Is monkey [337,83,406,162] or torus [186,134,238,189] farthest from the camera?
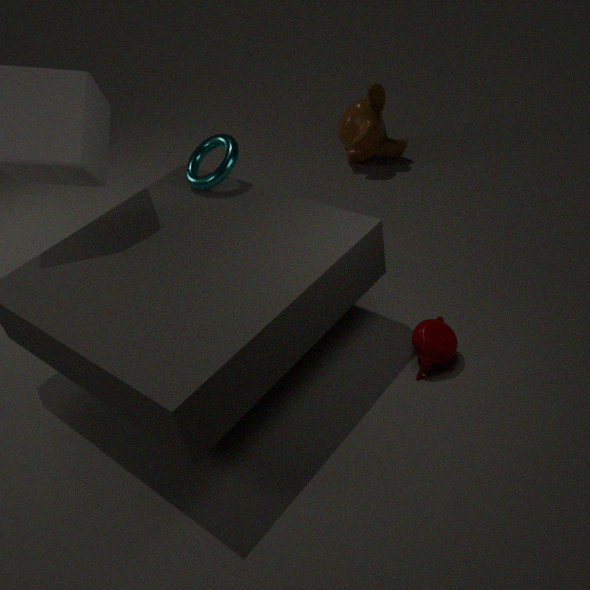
monkey [337,83,406,162]
